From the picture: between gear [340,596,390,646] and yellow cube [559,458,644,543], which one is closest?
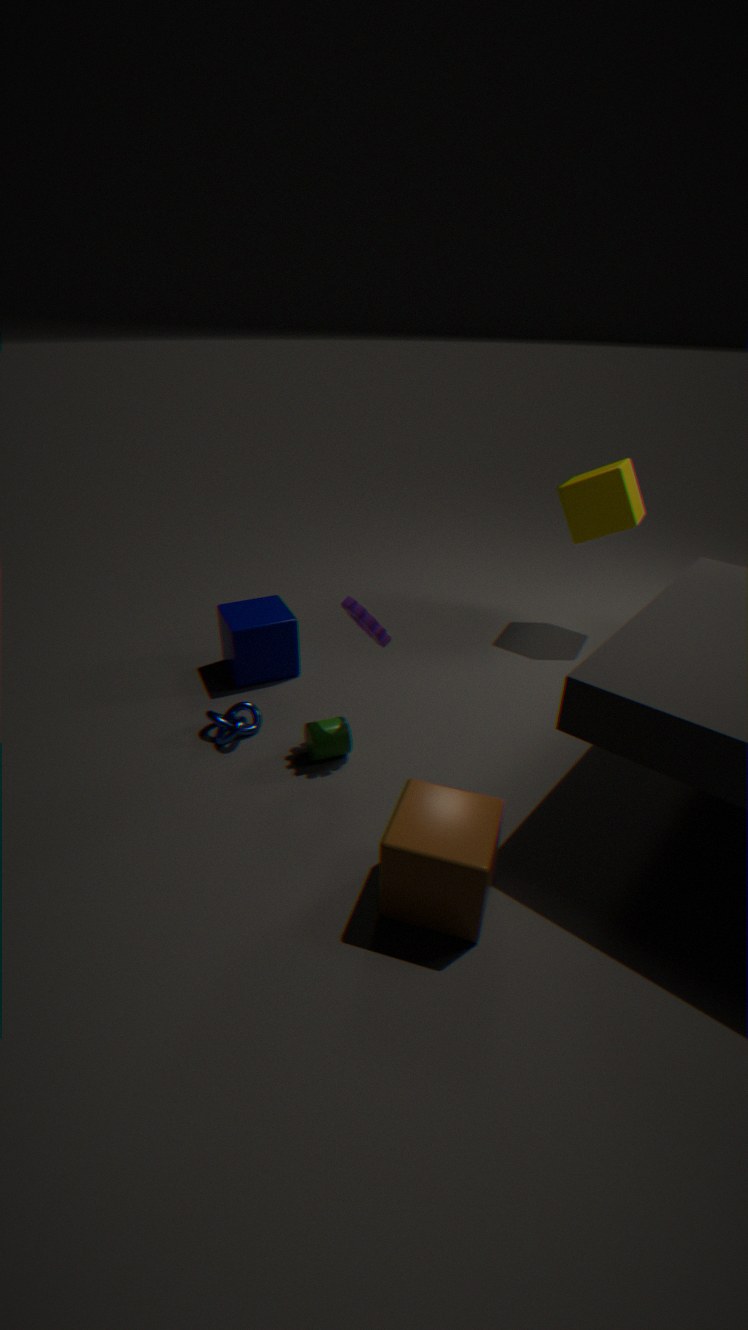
gear [340,596,390,646]
